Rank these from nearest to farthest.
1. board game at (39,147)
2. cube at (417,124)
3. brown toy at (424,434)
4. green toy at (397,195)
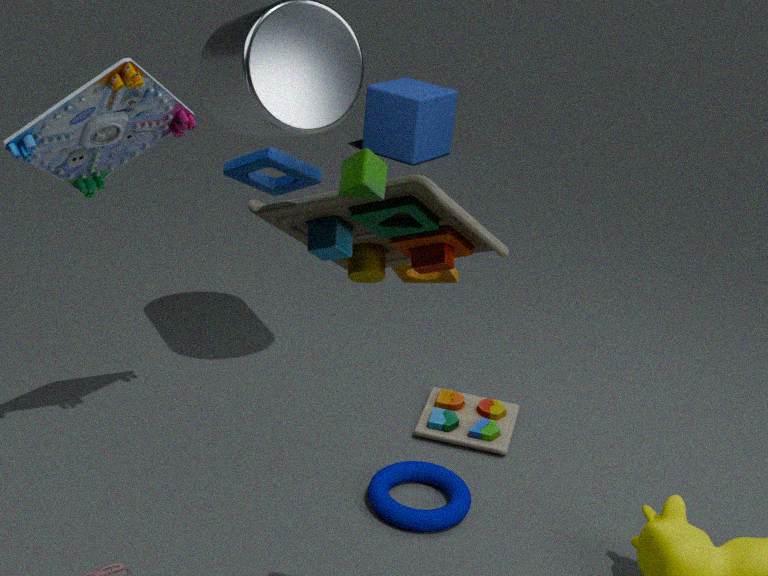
1. green toy at (397,195)
2. board game at (39,147)
3. brown toy at (424,434)
4. cube at (417,124)
